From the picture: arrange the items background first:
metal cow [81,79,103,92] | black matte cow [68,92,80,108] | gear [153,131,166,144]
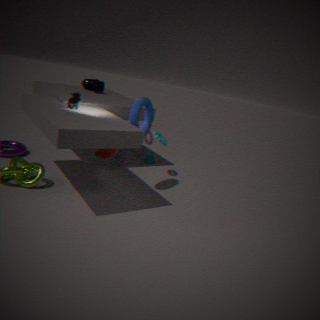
metal cow [81,79,103,92], gear [153,131,166,144], black matte cow [68,92,80,108]
